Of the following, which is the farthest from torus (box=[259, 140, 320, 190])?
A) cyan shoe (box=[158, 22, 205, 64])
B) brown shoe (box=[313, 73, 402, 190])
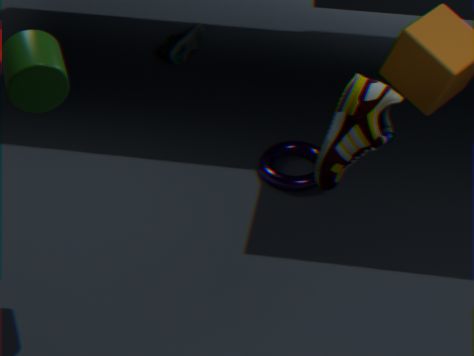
brown shoe (box=[313, 73, 402, 190])
